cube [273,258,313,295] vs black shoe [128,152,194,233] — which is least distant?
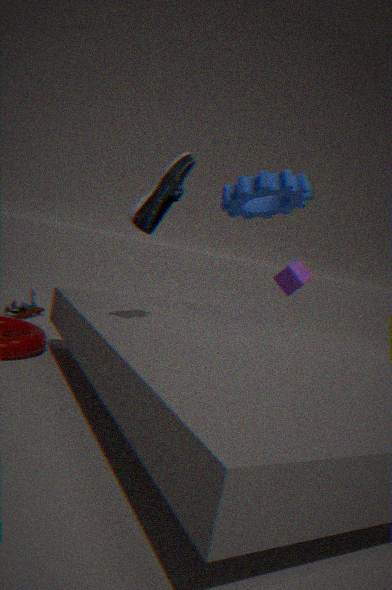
black shoe [128,152,194,233]
